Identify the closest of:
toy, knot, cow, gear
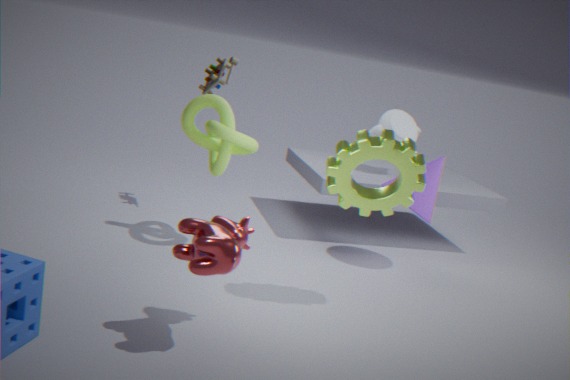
cow
